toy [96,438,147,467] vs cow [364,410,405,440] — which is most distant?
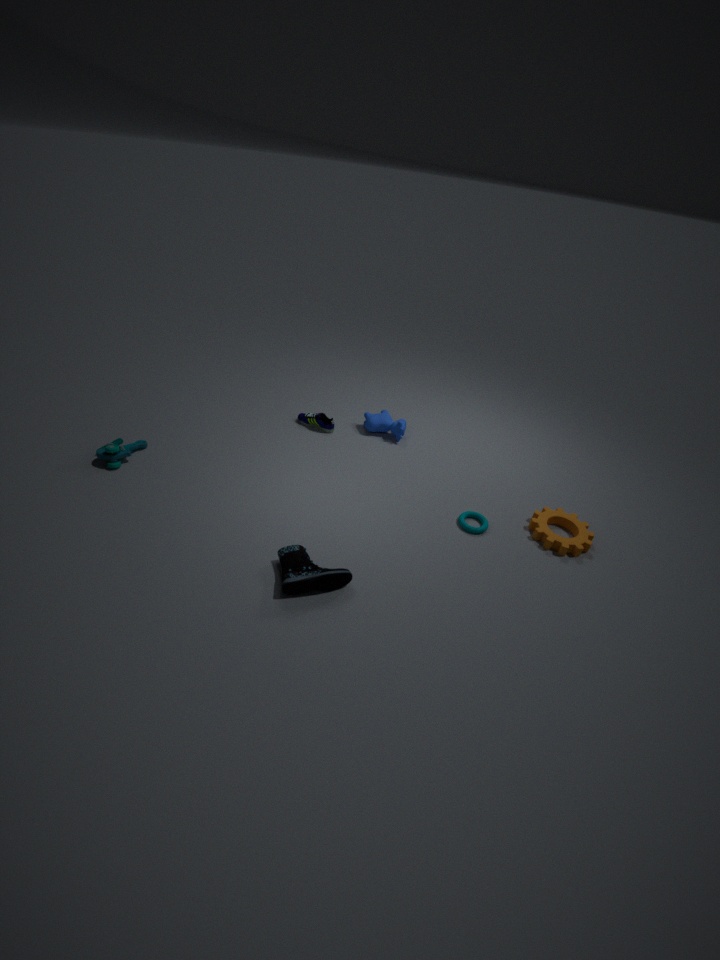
cow [364,410,405,440]
